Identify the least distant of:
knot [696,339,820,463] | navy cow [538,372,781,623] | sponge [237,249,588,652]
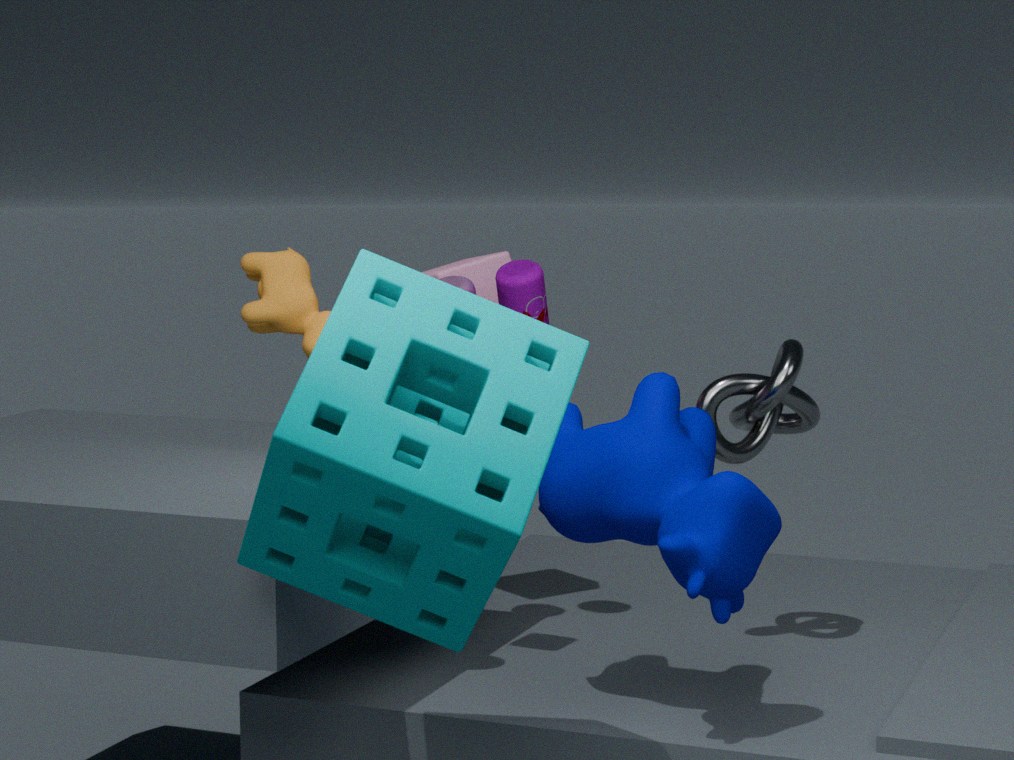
sponge [237,249,588,652]
